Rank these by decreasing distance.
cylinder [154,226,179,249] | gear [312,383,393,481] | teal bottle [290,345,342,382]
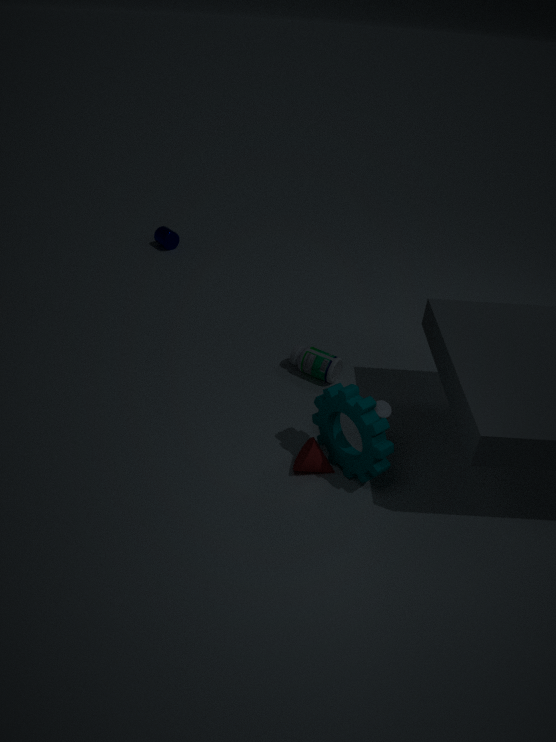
1. cylinder [154,226,179,249]
2. teal bottle [290,345,342,382]
3. gear [312,383,393,481]
